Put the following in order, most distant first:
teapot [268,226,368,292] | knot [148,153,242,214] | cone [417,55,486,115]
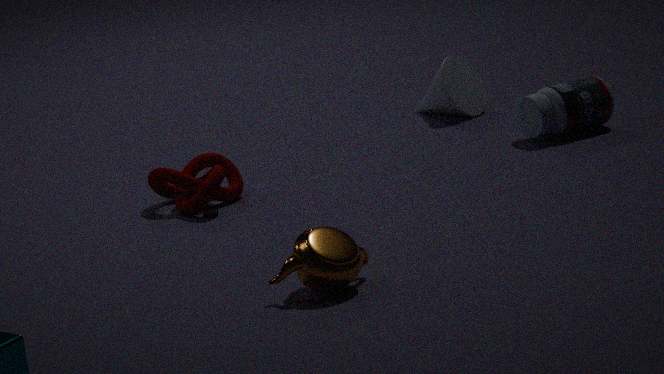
cone [417,55,486,115]
knot [148,153,242,214]
teapot [268,226,368,292]
